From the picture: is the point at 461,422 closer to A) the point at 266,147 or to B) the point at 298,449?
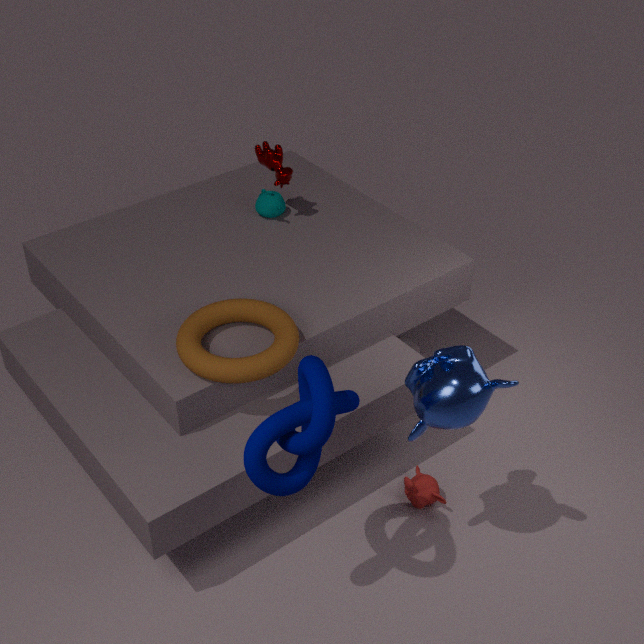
B) the point at 298,449
